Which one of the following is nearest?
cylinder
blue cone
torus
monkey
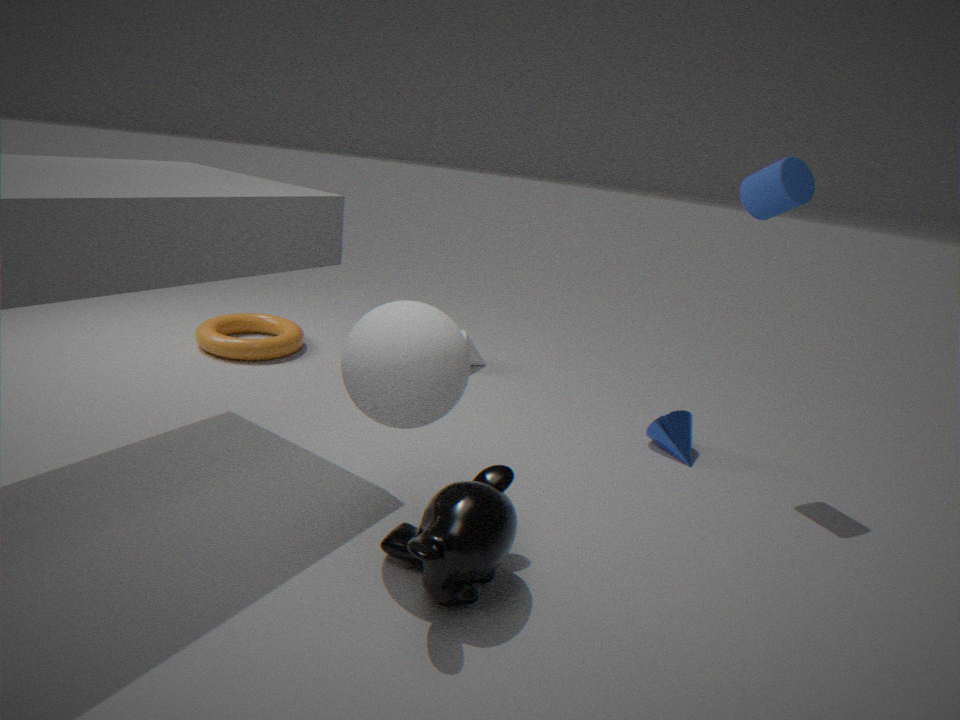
monkey
